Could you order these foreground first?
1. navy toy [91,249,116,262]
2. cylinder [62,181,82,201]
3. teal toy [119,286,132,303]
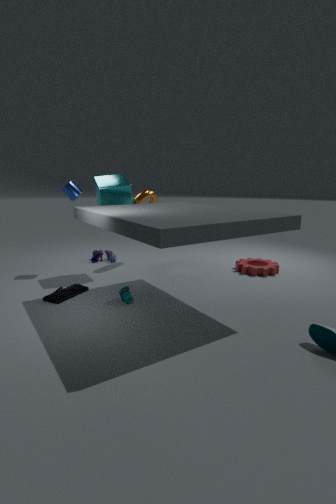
teal toy [119,286,132,303]
cylinder [62,181,82,201]
navy toy [91,249,116,262]
